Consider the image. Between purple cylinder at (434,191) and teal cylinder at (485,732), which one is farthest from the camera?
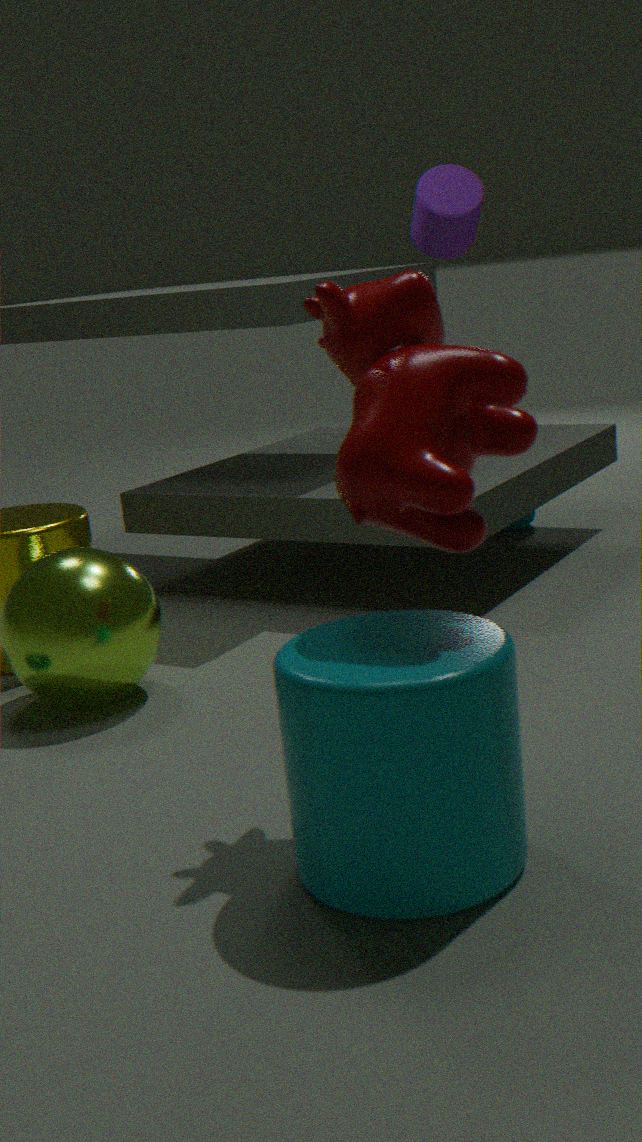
purple cylinder at (434,191)
